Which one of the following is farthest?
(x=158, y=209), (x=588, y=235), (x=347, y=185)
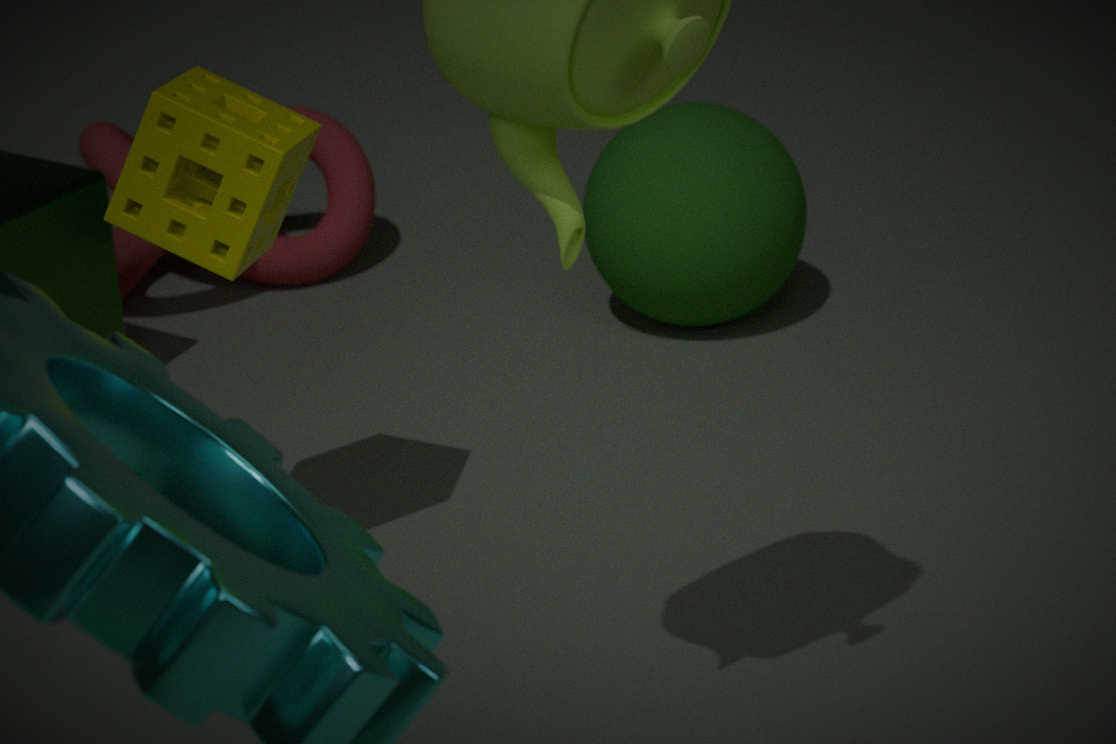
(x=347, y=185)
